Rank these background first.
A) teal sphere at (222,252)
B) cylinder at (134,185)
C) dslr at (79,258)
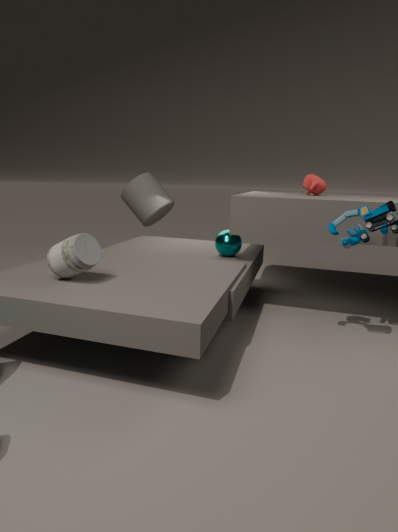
cylinder at (134,185)
teal sphere at (222,252)
dslr at (79,258)
